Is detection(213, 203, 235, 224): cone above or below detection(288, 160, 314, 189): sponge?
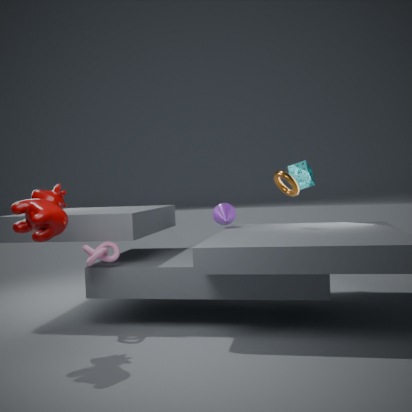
below
